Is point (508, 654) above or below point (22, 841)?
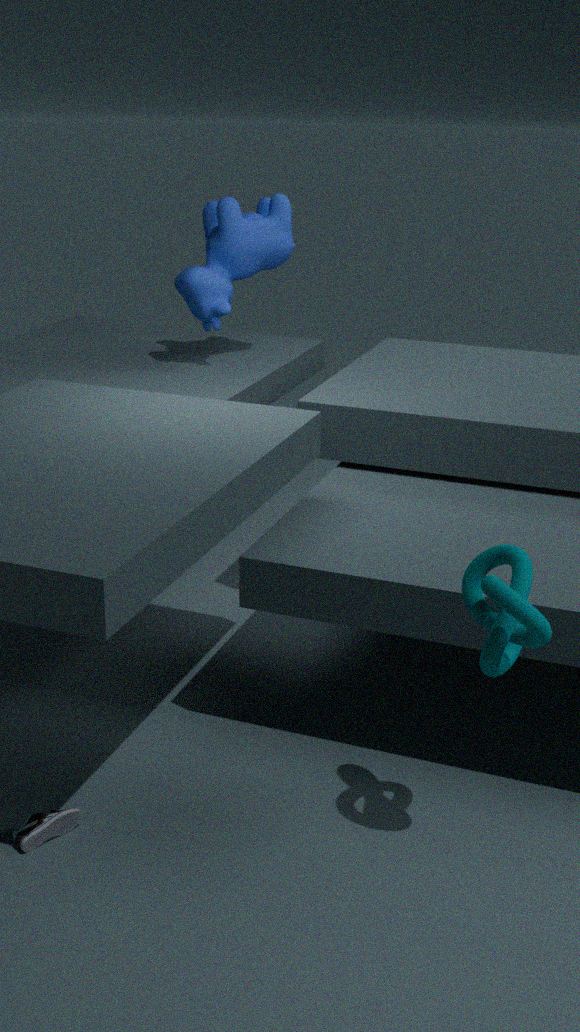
above
